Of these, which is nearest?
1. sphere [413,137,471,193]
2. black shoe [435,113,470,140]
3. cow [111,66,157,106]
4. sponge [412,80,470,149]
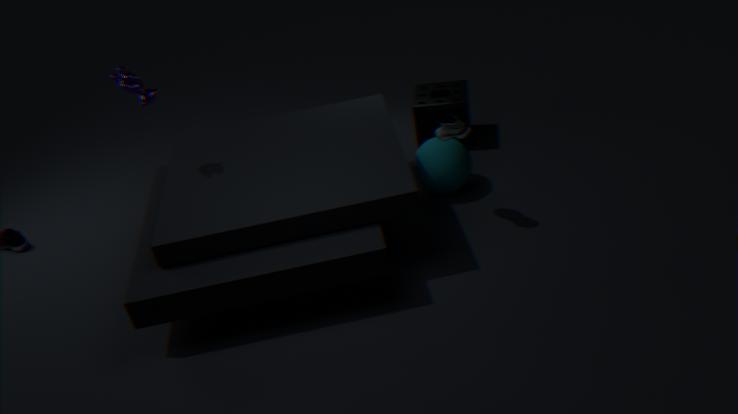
black shoe [435,113,470,140]
